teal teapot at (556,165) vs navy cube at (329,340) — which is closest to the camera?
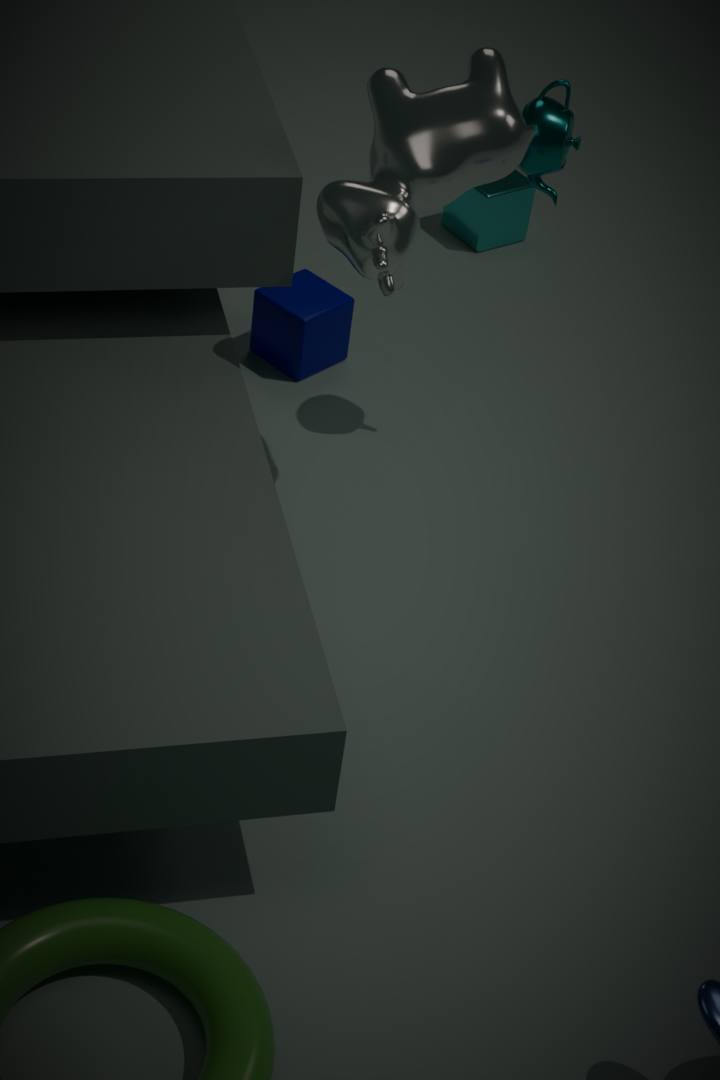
teal teapot at (556,165)
